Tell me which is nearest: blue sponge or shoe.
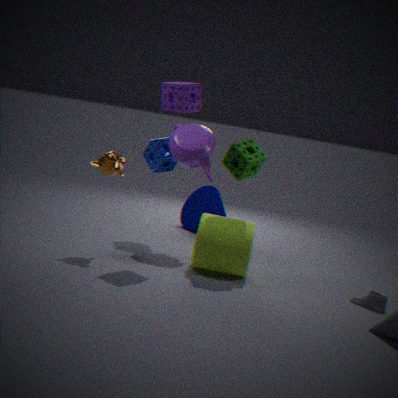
shoe
